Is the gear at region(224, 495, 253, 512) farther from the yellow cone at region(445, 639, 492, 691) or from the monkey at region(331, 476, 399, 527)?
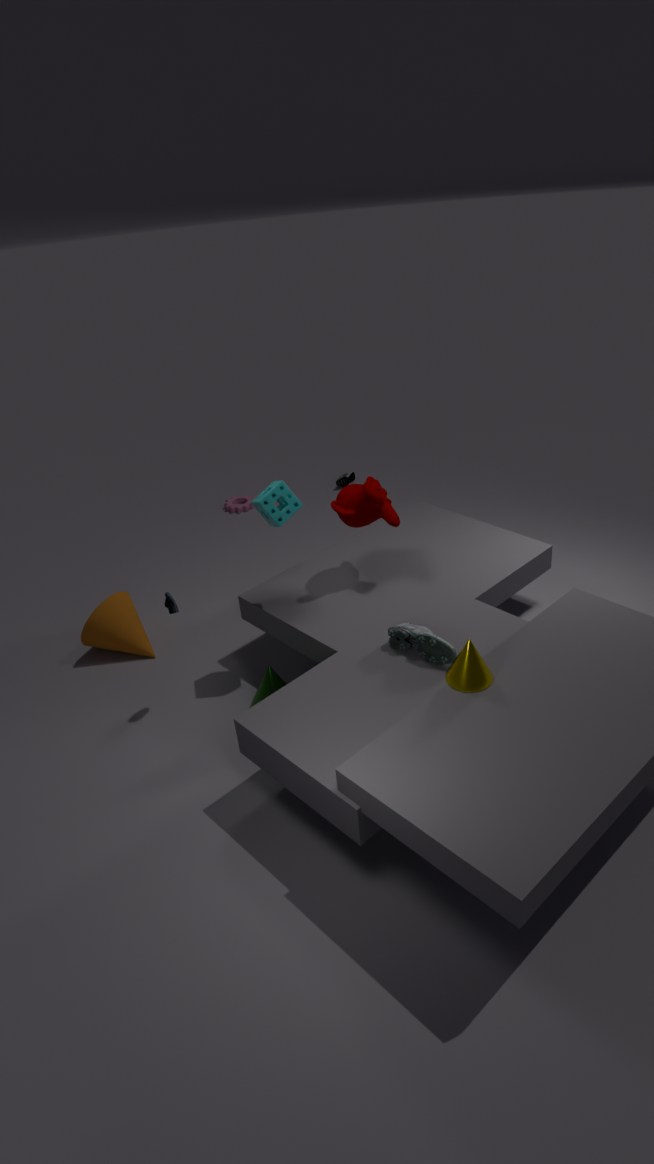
the yellow cone at region(445, 639, 492, 691)
